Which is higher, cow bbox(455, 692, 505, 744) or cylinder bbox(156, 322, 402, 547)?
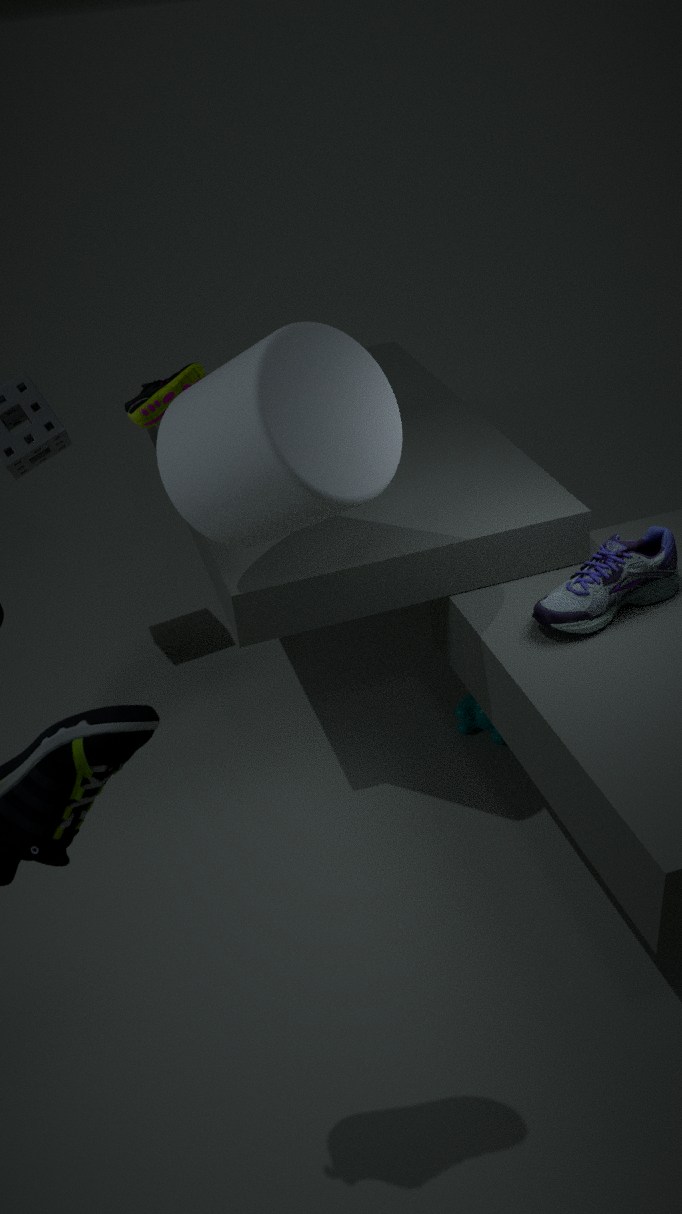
cylinder bbox(156, 322, 402, 547)
